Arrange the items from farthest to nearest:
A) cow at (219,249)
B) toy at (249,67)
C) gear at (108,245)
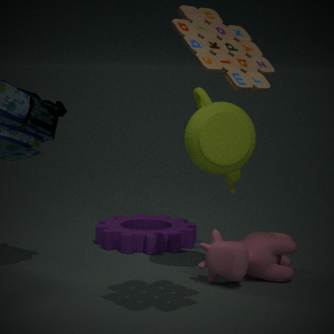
gear at (108,245) → cow at (219,249) → toy at (249,67)
